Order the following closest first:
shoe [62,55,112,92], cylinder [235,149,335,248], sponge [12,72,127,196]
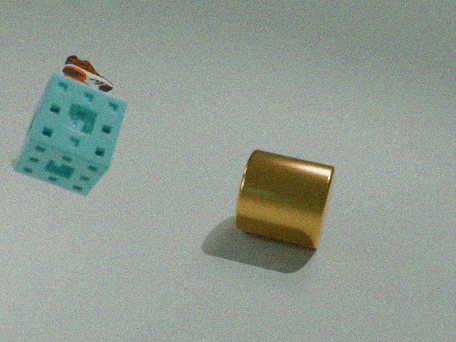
1. sponge [12,72,127,196]
2. cylinder [235,149,335,248]
3. shoe [62,55,112,92]
